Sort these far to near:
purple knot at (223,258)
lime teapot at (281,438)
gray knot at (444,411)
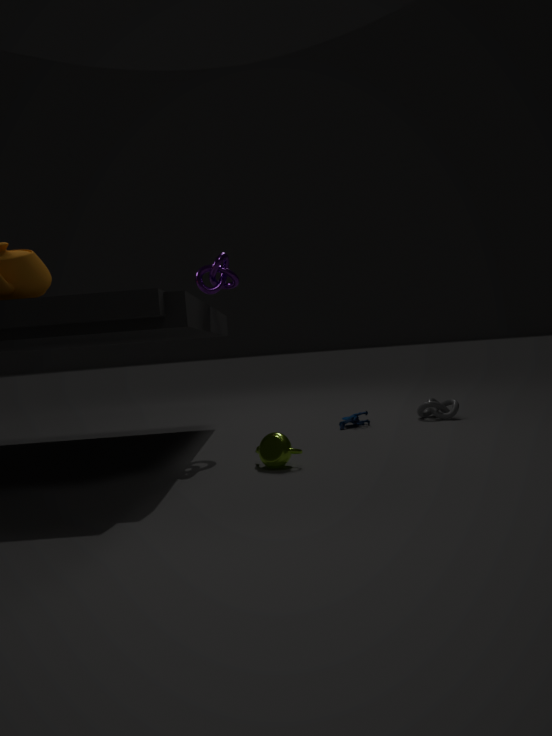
gray knot at (444,411) → purple knot at (223,258) → lime teapot at (281,438)
